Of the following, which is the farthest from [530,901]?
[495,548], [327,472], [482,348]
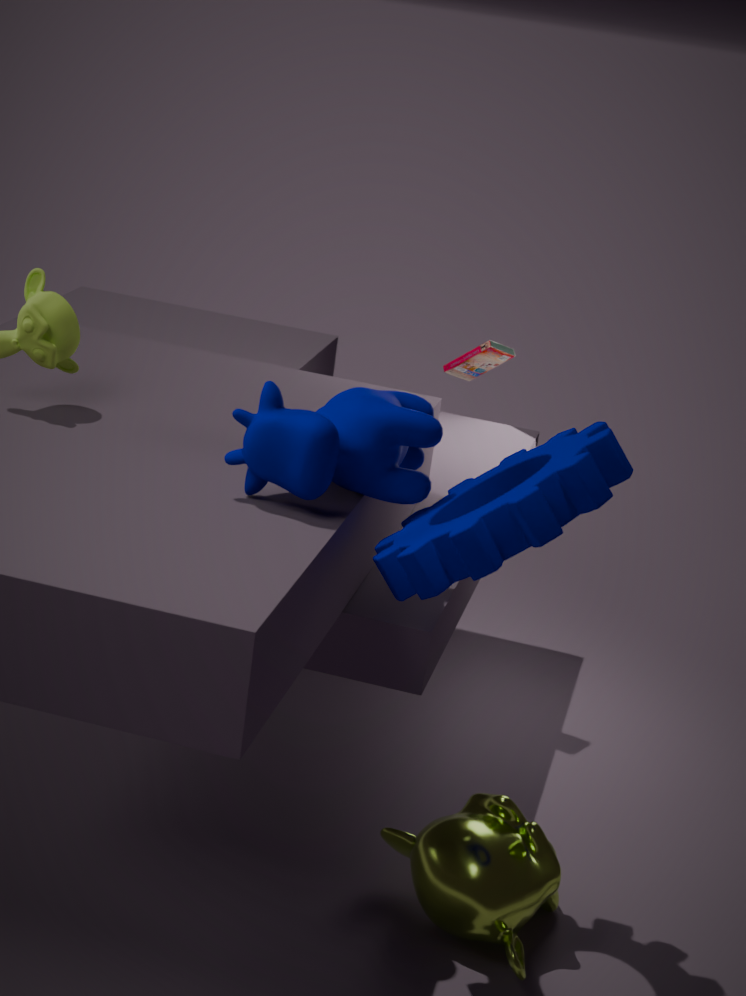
[482,348]
